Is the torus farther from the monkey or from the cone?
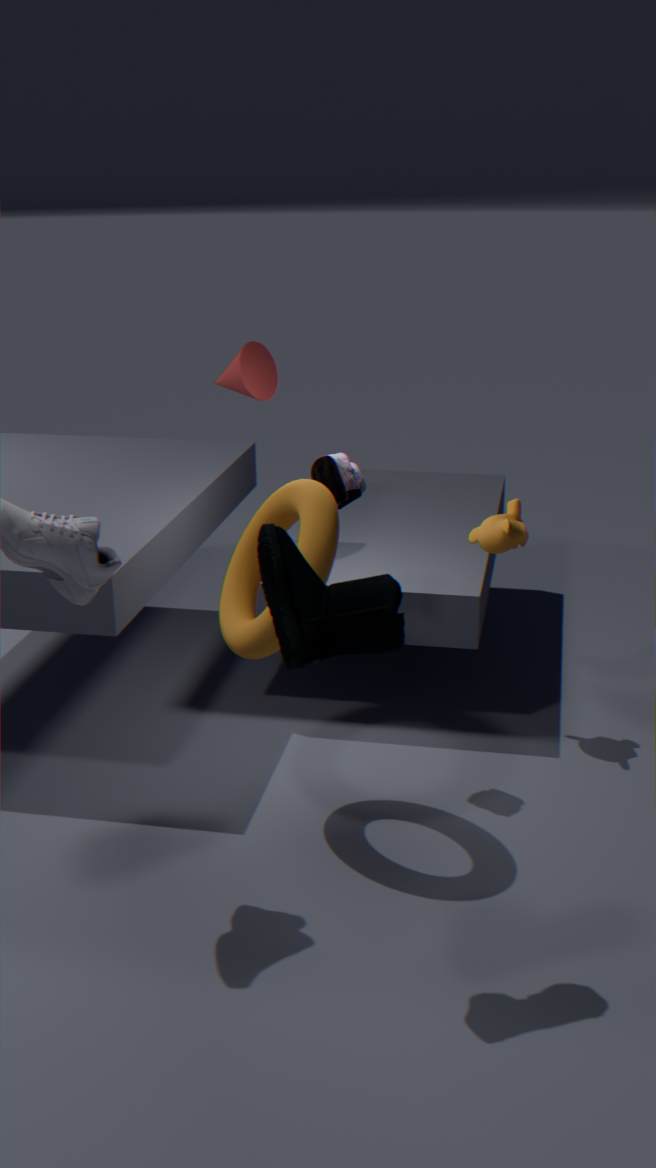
the cone
